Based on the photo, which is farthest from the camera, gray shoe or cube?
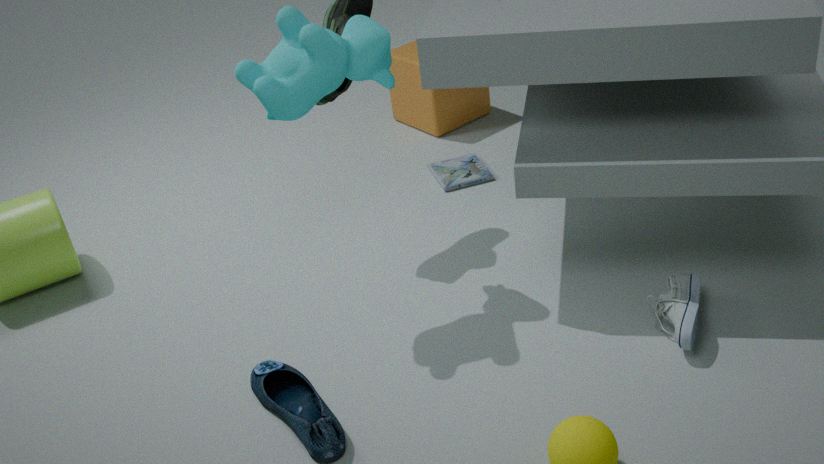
cube
